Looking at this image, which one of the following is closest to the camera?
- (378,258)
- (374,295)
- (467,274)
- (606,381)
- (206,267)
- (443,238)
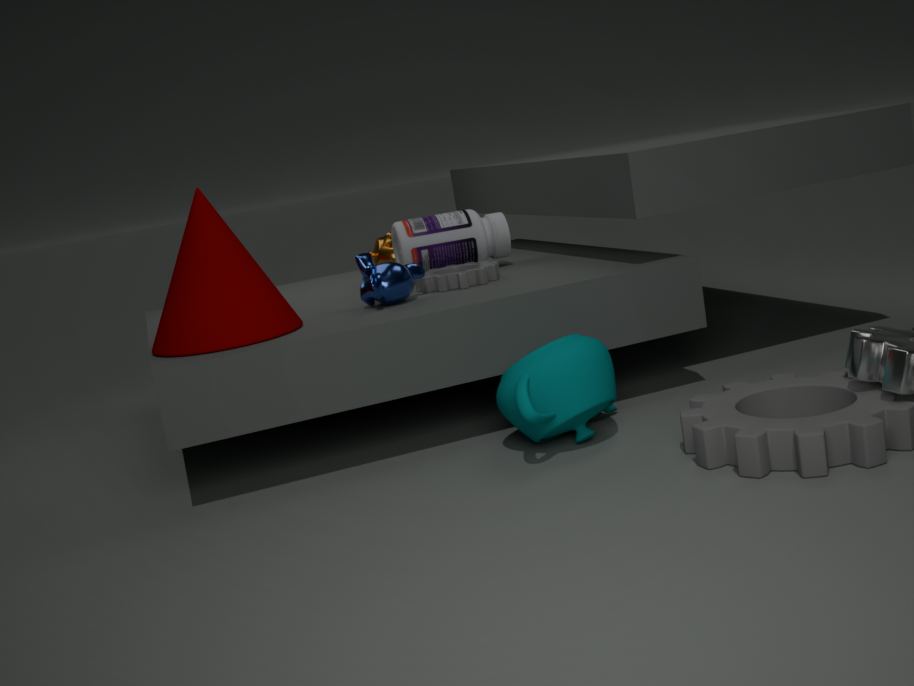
(606,381)
